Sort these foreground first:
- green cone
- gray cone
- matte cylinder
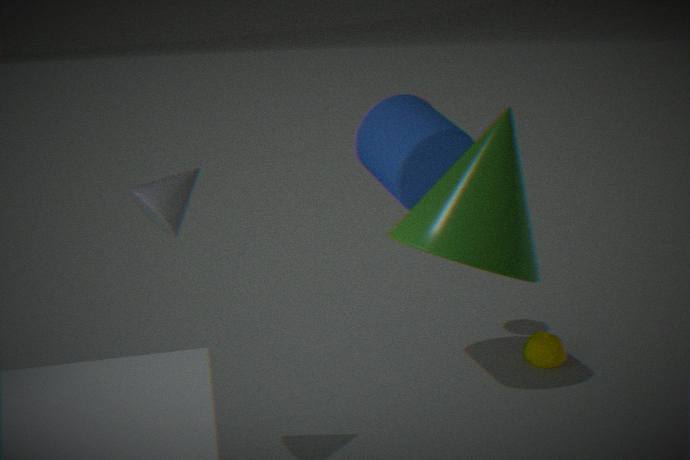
green cone
gray cone
matte cylinder
